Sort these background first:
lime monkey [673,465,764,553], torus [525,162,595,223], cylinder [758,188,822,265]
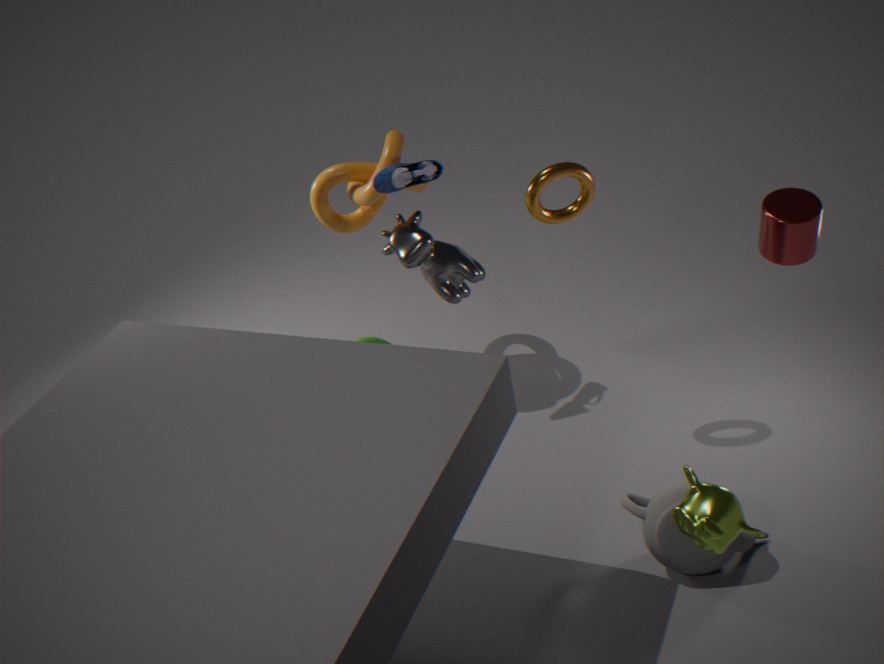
torus [525,162,595,223]
cylinder [758,188,822,265]
lime monkey [673,465,764,553]
